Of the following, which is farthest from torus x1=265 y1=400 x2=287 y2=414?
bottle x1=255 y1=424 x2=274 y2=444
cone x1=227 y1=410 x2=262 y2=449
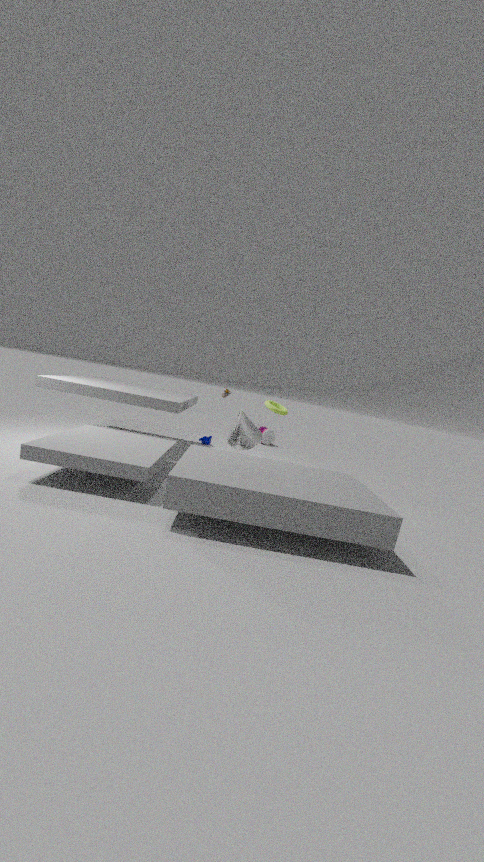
bottle x1=255 y1=424 x2=274 y2=444
